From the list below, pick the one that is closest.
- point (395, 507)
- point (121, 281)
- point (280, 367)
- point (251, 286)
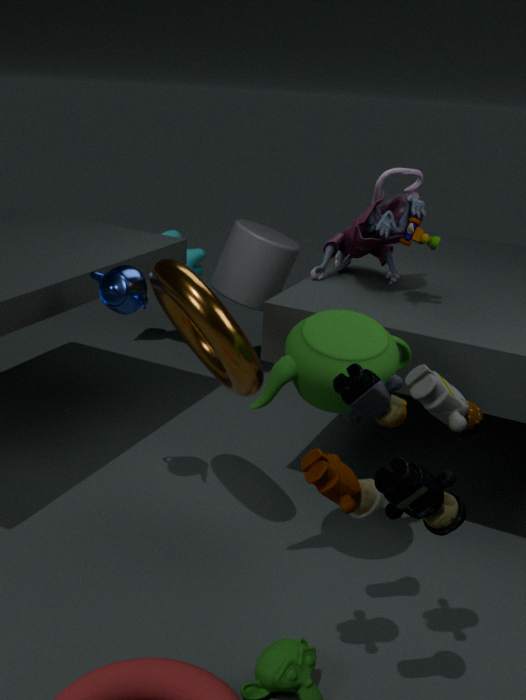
point (395, 507)
